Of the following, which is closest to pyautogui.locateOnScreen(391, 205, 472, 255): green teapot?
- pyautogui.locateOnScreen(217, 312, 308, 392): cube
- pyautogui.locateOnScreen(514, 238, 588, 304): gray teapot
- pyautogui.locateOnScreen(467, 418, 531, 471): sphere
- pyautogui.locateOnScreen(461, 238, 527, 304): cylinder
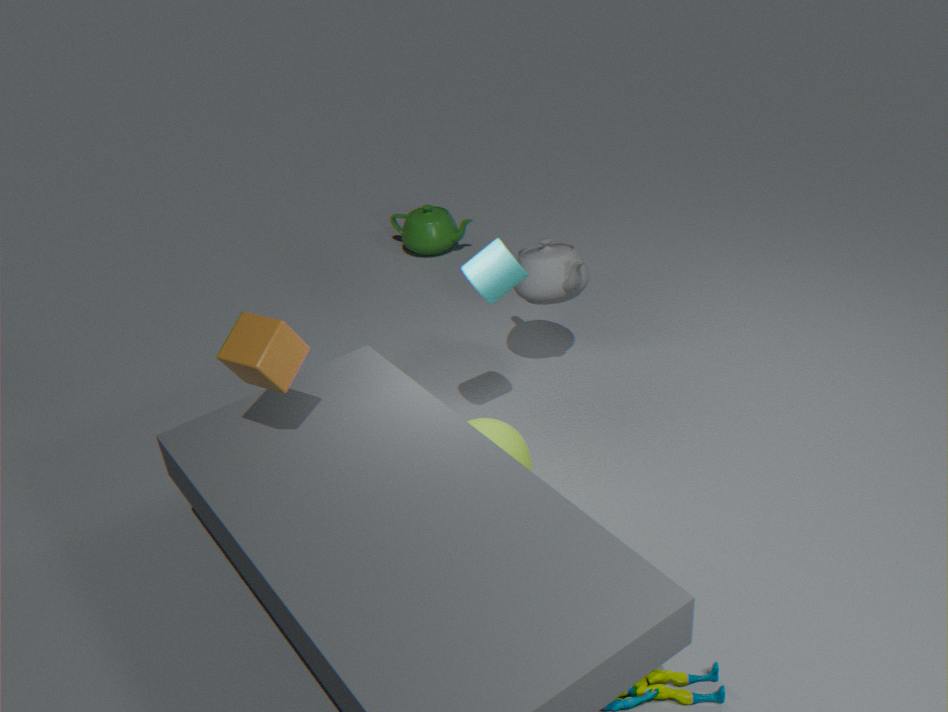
pyautogui.locateOnScreen(514, 238, 588, 304): gray teapot
